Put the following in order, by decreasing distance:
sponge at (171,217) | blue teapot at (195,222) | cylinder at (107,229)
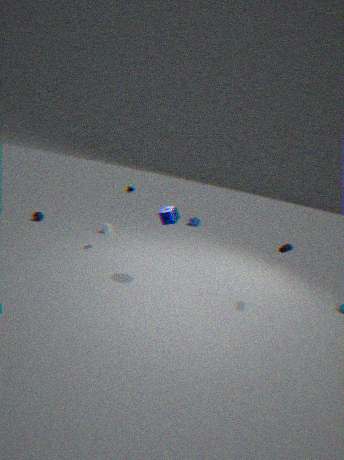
blue teapot at (195,222) < cylinder at (107,229) < sponge at (171,217)
